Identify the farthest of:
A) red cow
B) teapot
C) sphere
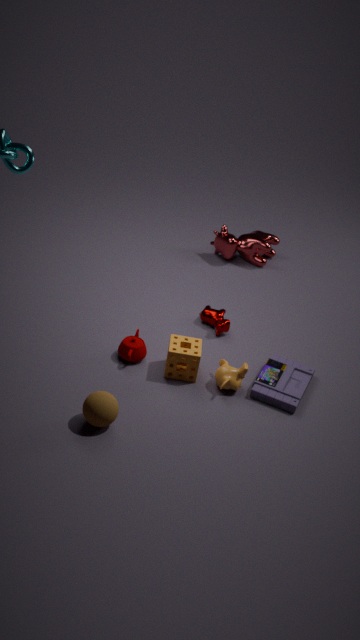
→ red cow
